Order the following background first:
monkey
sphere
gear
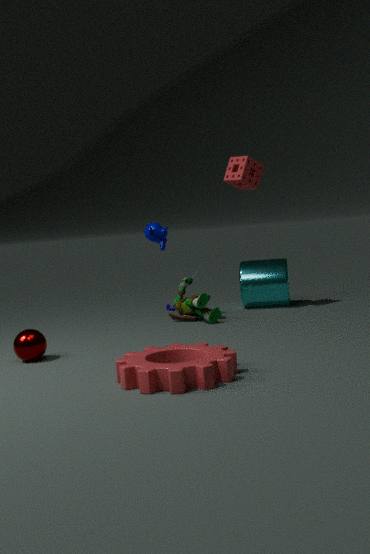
monkey < sphere < gear
